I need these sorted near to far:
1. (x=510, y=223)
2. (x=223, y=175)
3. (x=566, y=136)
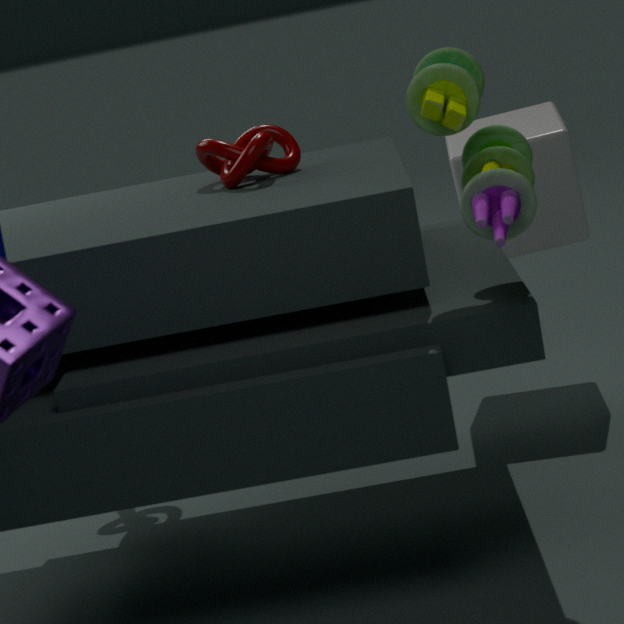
(x=510, y=223)
(x=223, y=175)
(x=566, y=136)
